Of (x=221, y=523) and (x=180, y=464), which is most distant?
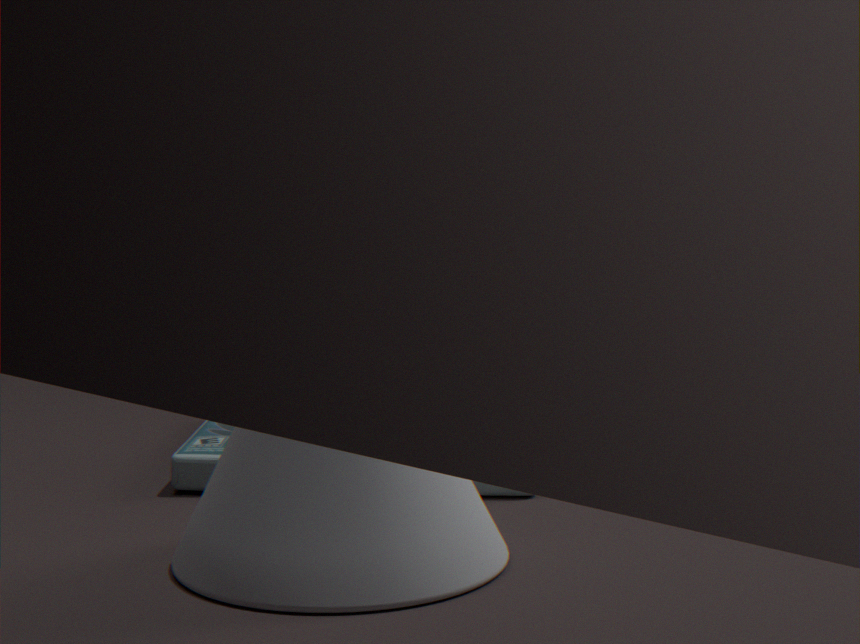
(x=180, y=464)
